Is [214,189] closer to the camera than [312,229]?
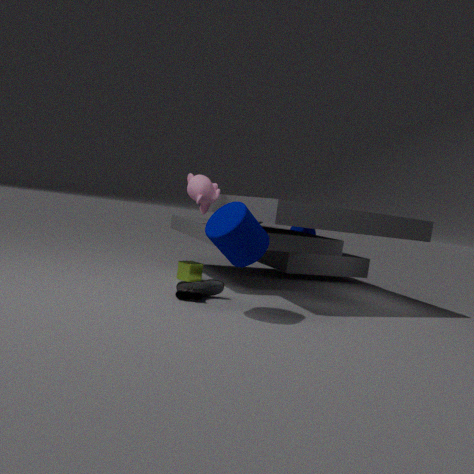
Yes
